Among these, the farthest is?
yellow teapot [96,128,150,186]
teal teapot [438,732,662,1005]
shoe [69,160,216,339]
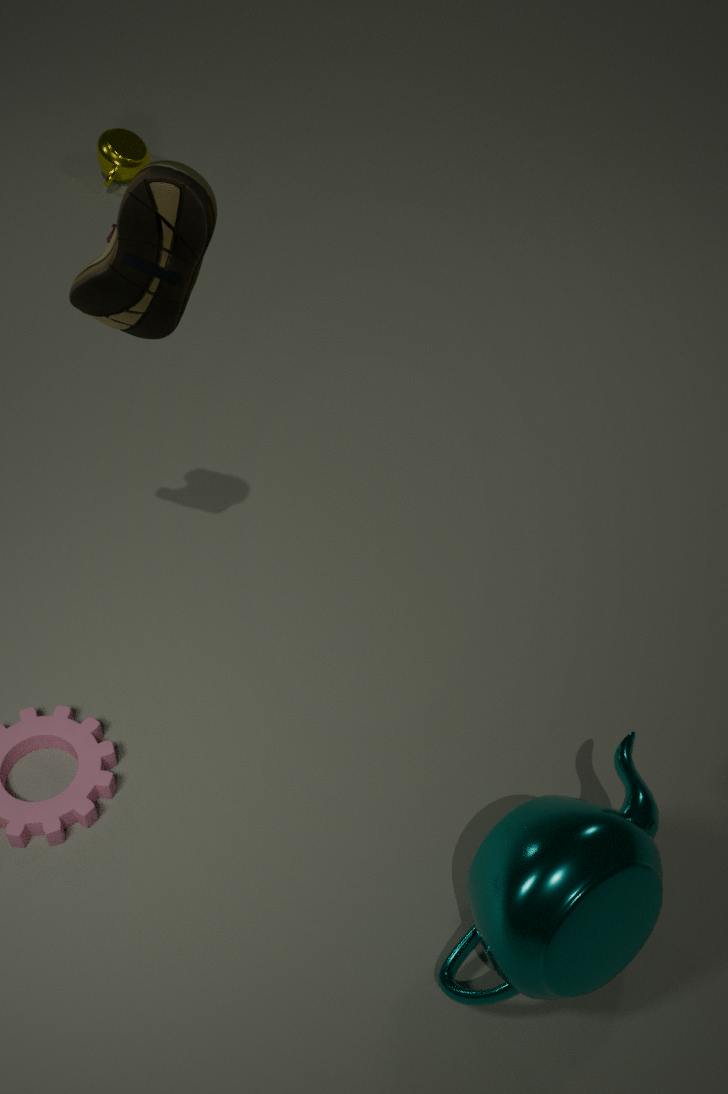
yellow teapot [96,128,150,186]
